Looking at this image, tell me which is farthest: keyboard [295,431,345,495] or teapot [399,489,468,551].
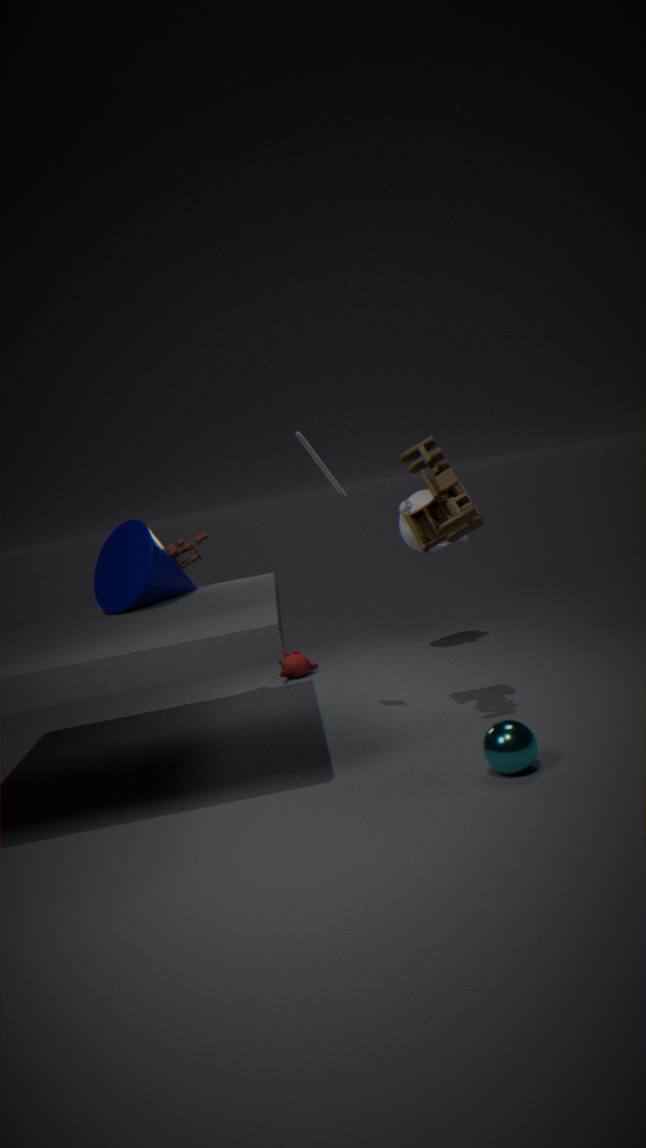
teapot [399,489,468,551]
